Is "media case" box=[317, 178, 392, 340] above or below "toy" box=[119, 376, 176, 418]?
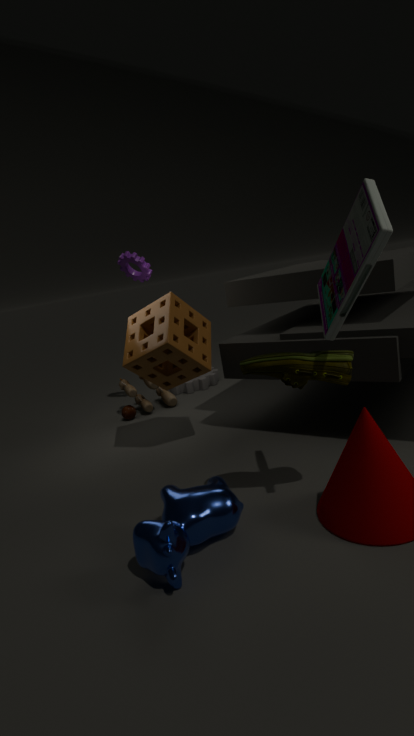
above
